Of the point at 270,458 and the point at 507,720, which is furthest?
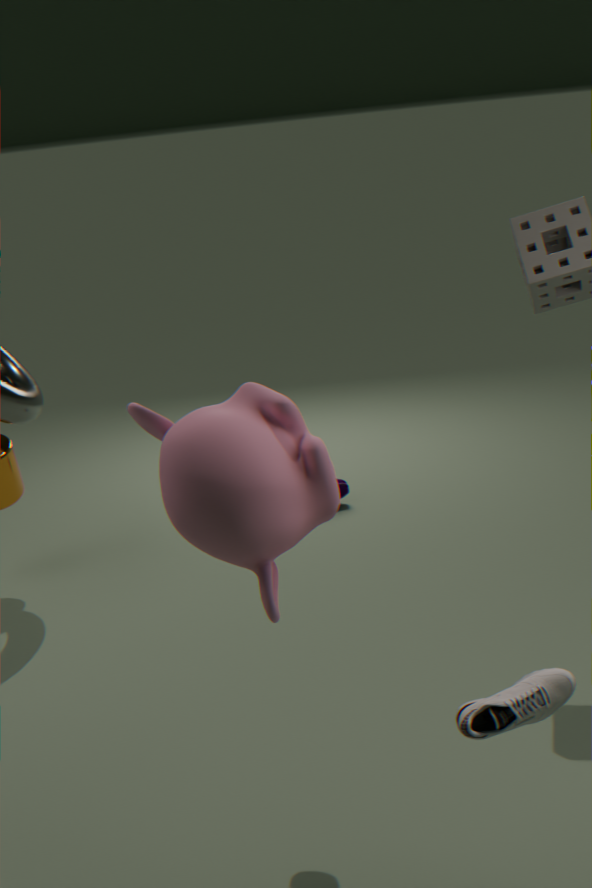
the point at 270,458
